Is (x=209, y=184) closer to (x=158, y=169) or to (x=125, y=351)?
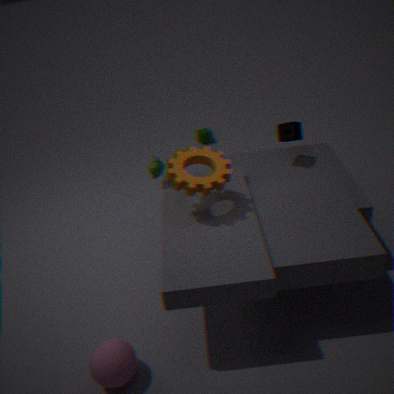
(x=158, y=169)
